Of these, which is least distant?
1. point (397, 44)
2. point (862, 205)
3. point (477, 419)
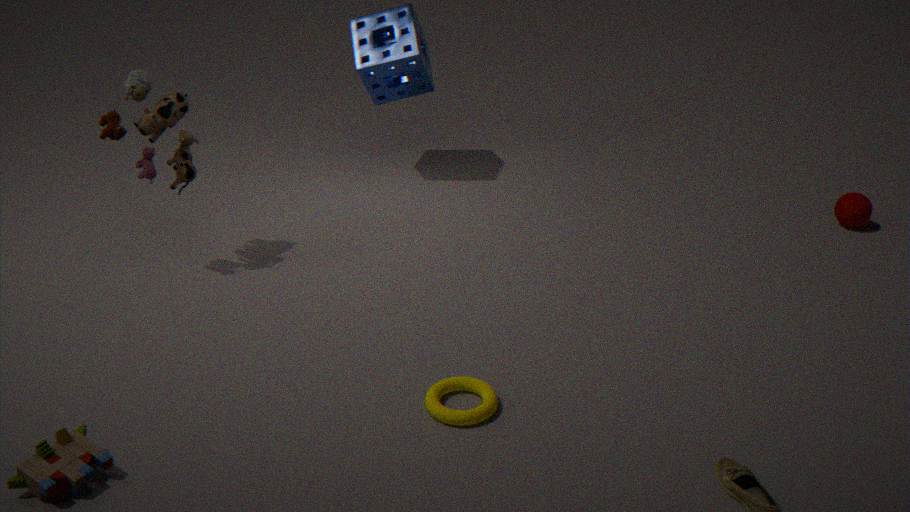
point (477, 419)
